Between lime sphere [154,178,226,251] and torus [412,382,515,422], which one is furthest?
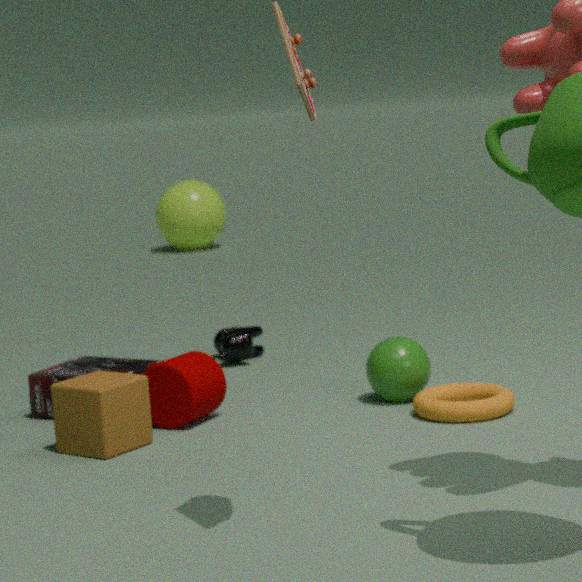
lime sphere [154,178,226,251]
